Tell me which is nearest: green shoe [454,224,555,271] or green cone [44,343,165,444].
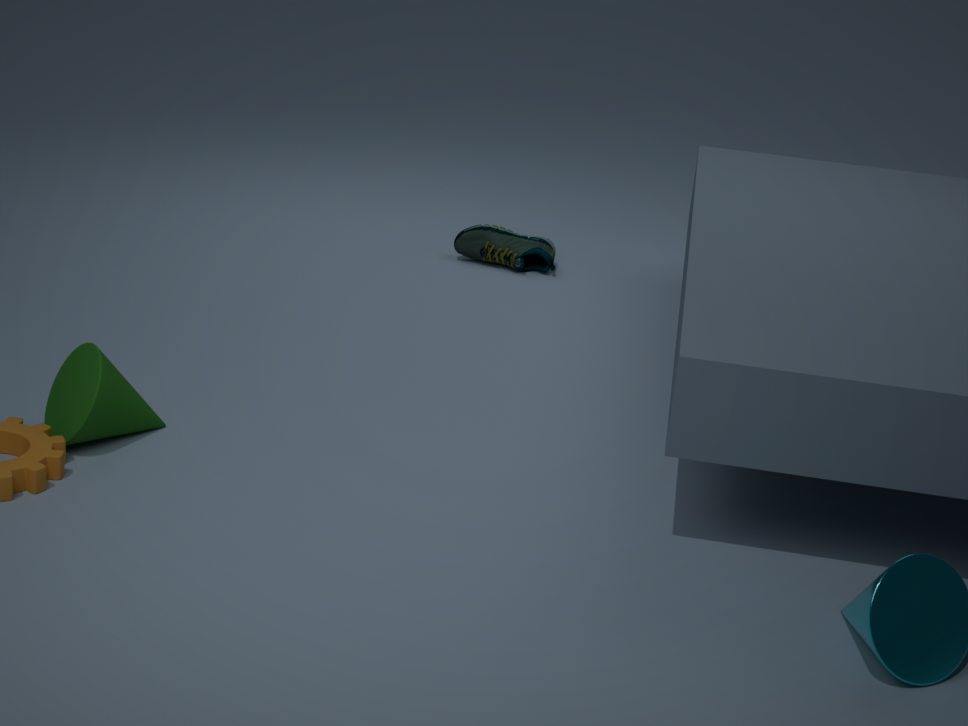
green cone [44,343,165,444]
